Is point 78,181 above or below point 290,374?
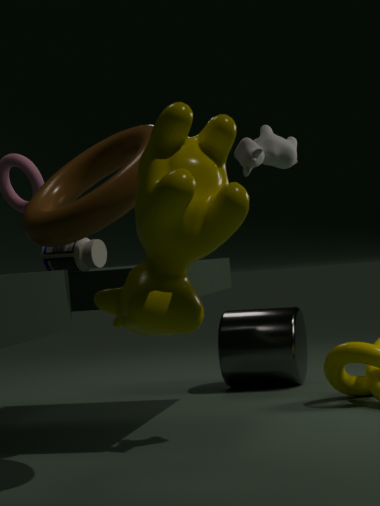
above
